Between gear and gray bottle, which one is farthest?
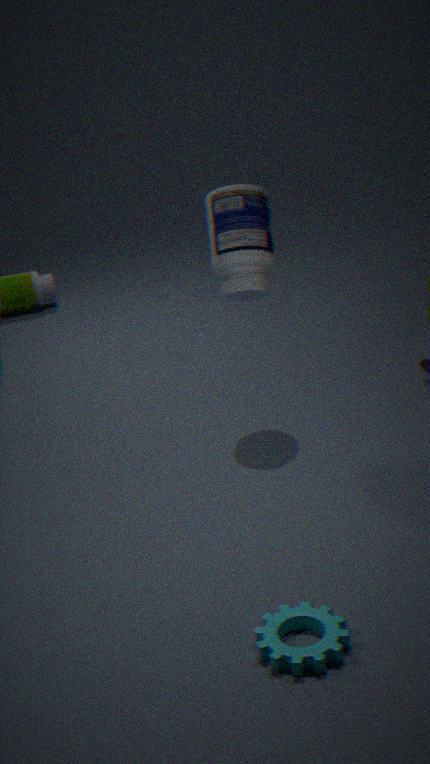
gray bottle
